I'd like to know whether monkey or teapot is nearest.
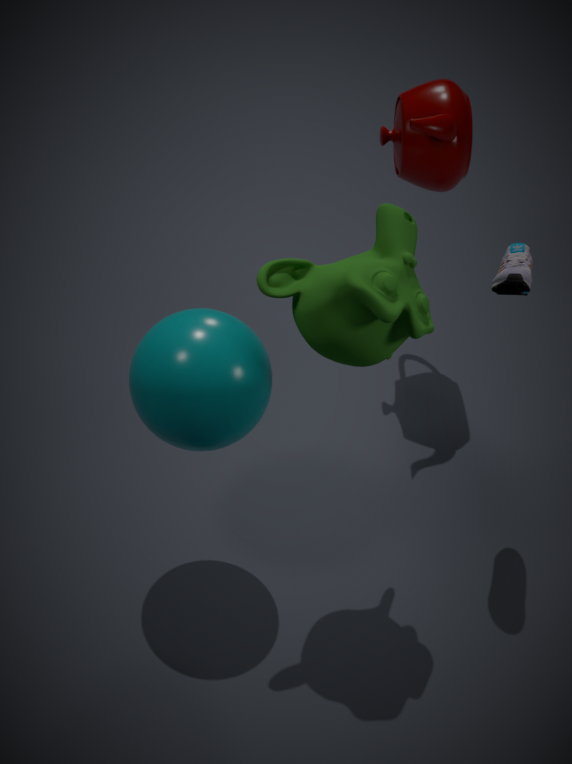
monkey
